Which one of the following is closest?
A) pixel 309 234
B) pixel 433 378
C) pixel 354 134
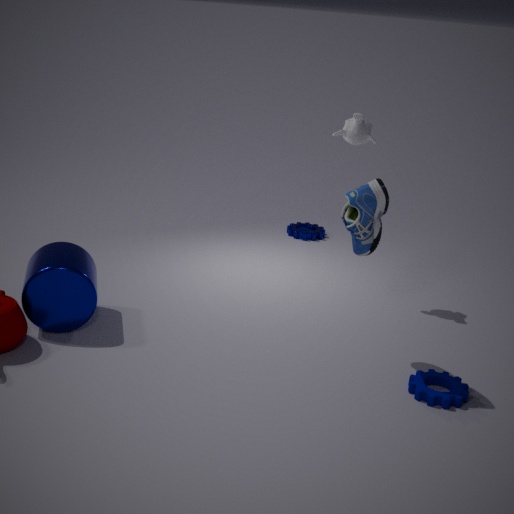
pixel 433 378
